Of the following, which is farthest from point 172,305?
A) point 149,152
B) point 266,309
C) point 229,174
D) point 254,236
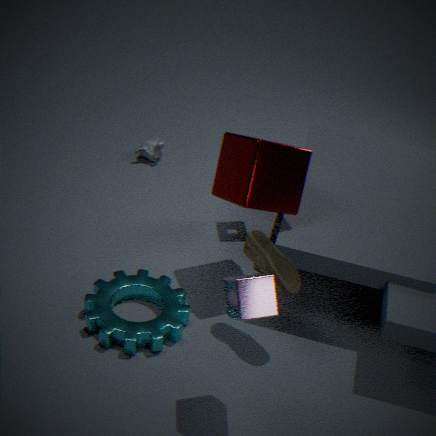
point 149,152
